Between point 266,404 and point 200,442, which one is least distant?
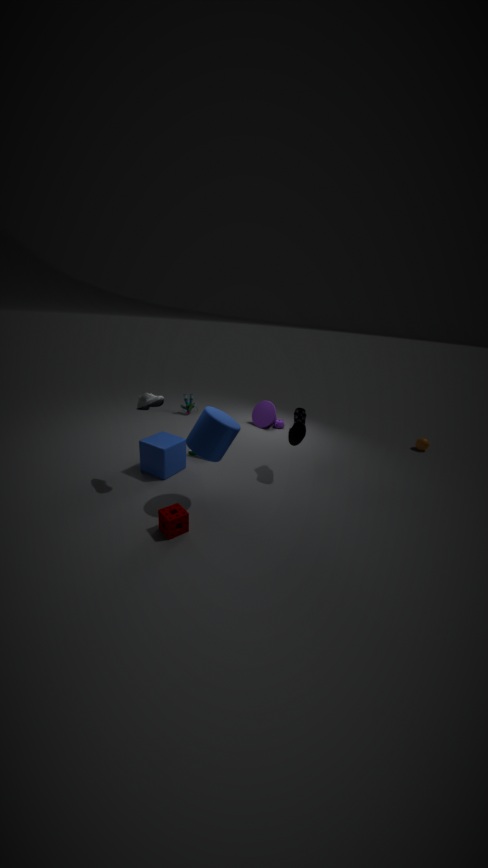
point 200,442
